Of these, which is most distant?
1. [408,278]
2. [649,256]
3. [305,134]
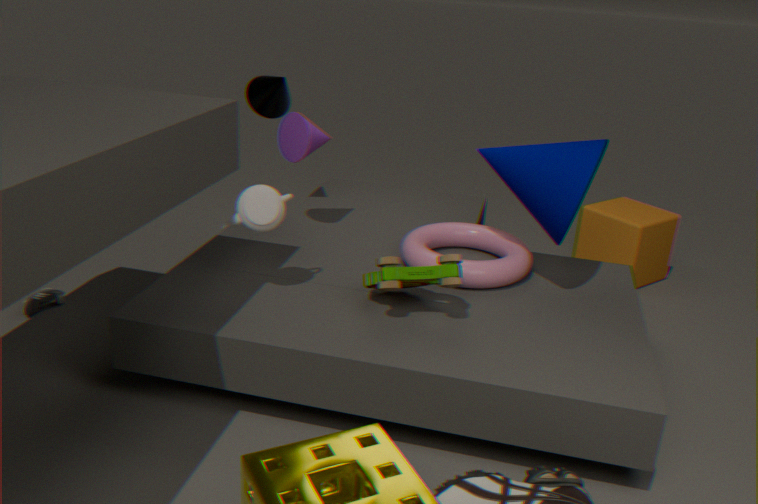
[649,256]
